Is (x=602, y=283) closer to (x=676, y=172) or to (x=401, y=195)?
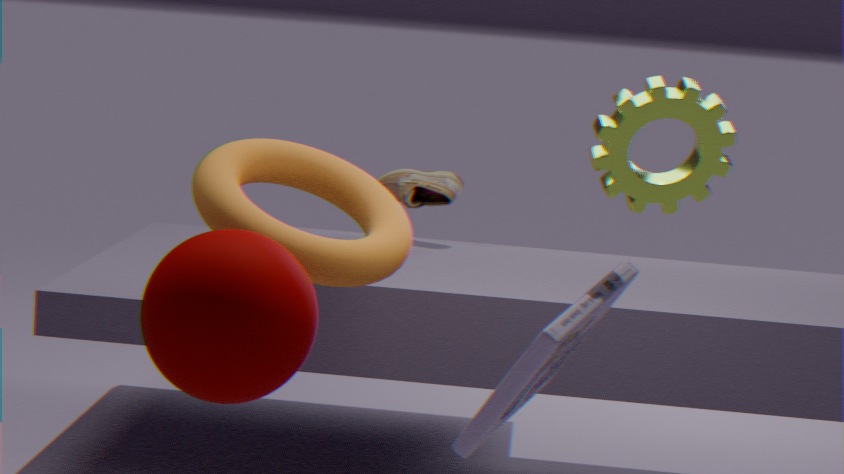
(x=676, y=172)
